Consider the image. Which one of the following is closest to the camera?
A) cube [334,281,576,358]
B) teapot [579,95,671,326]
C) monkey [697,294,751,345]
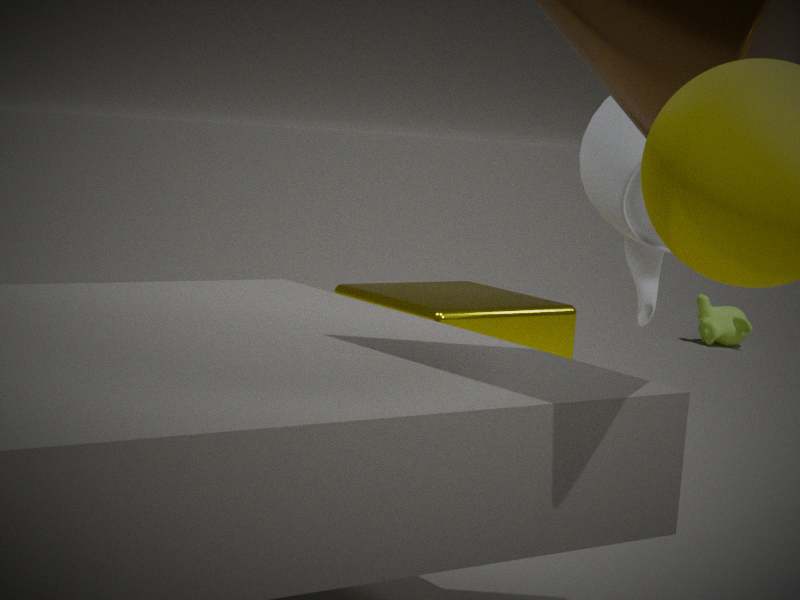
teapot [579,95,671,326]
